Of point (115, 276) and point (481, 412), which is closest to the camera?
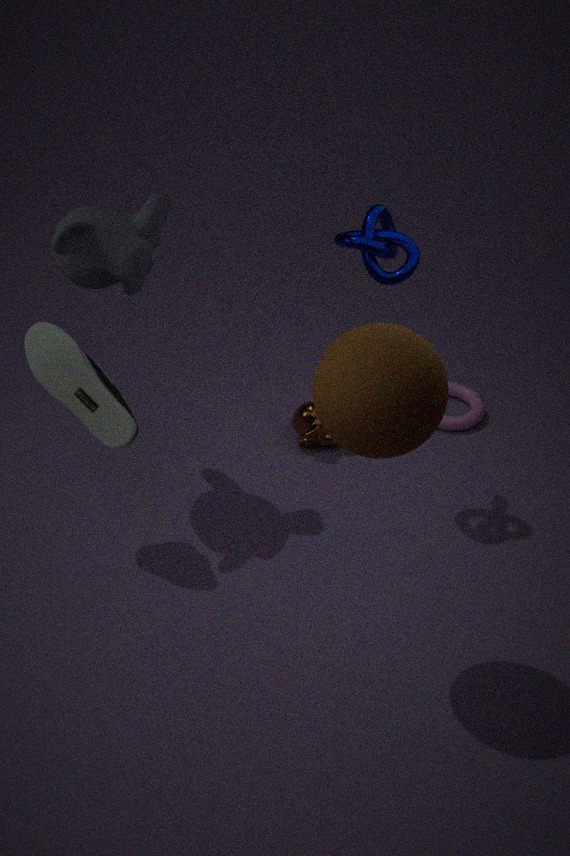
point (115, 276)
